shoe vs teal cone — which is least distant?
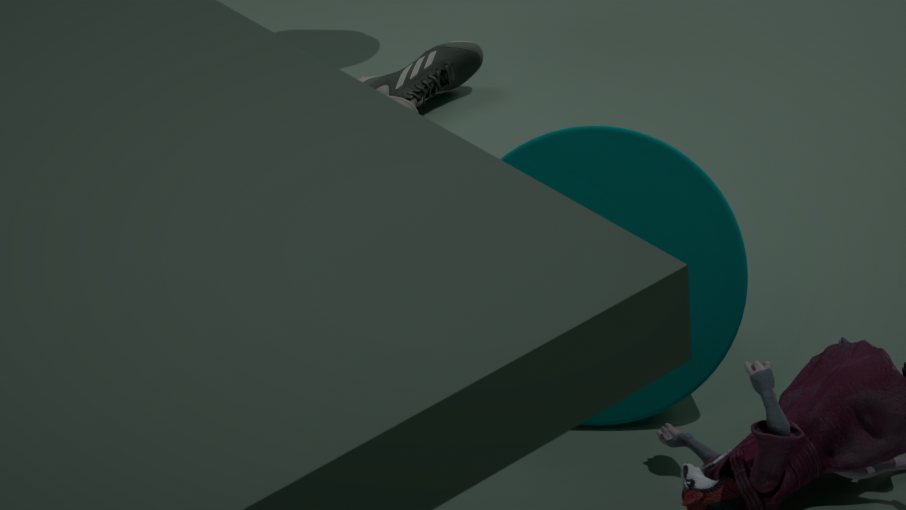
teal cone
